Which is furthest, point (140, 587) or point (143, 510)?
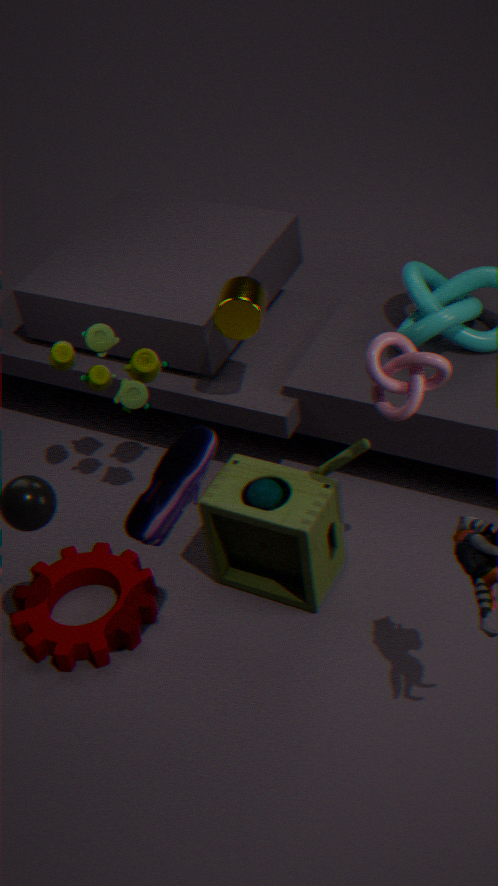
point (140, 587)
